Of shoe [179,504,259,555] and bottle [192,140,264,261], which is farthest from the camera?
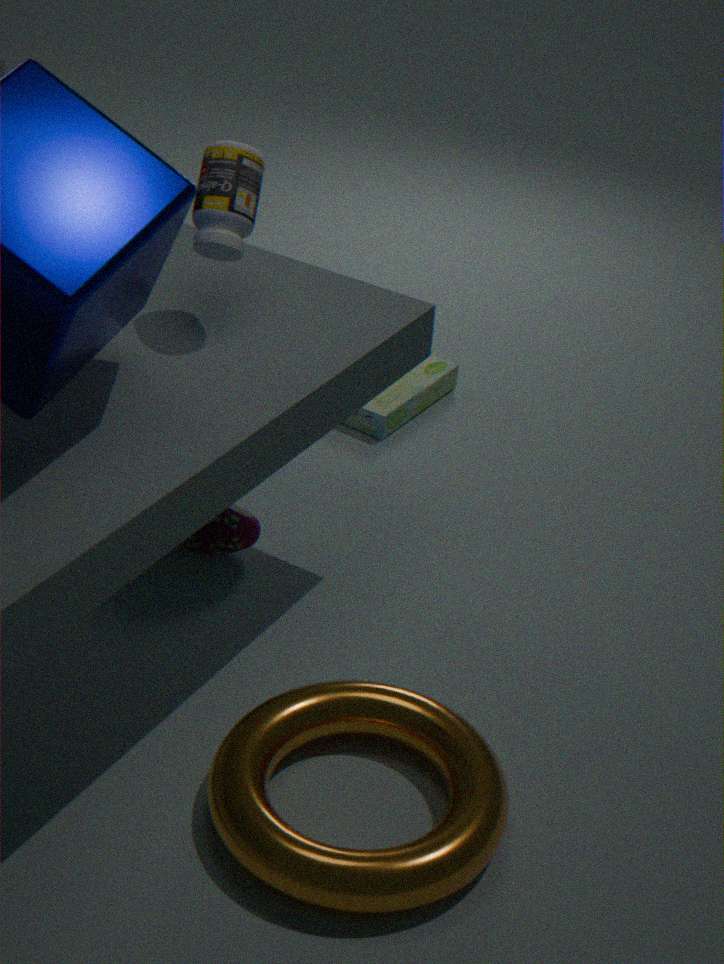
shoe [179,504,259,555]
